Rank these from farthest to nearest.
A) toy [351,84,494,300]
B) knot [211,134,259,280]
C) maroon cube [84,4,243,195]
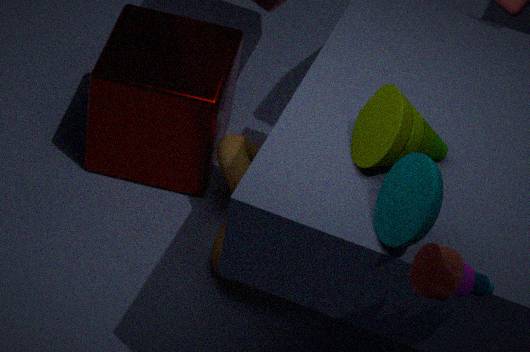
maroon cube [84,4,243,195] → knot [211,134,259,280] → toy [351,84,494,300]
